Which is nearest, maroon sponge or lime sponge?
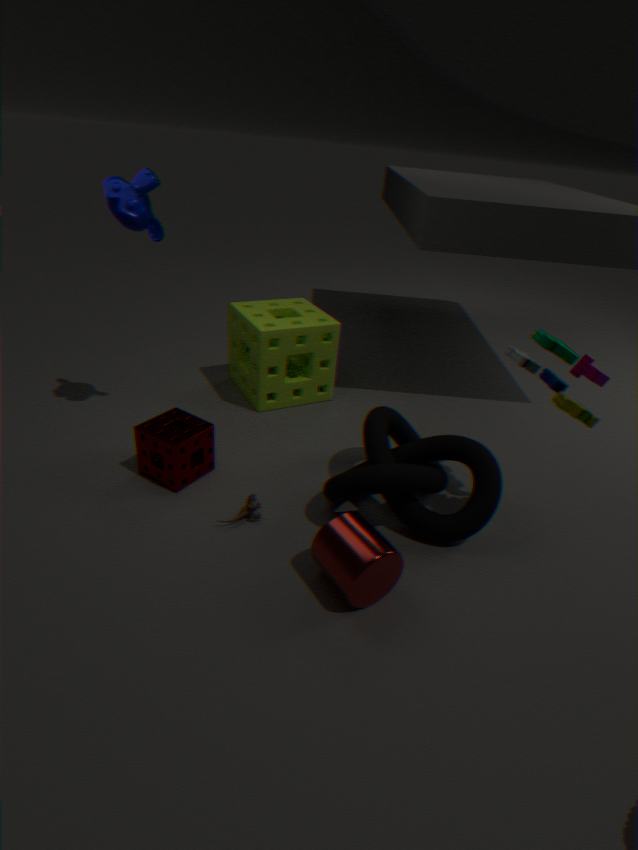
maroon sponge
